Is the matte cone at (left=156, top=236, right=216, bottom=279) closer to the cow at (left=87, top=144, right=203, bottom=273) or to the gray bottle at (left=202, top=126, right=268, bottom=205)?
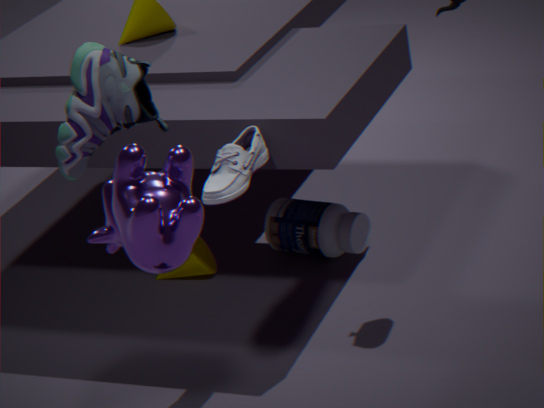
the gray bottle at (left=202, top=126, right=268, bottom=205)
